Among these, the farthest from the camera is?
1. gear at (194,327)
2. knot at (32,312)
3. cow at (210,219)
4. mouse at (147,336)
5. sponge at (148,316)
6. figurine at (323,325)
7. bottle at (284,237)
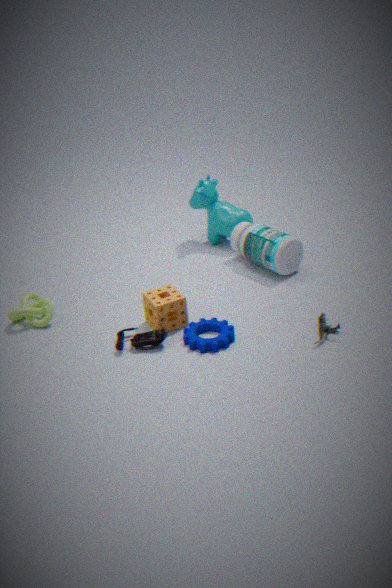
cow at (210,219)
